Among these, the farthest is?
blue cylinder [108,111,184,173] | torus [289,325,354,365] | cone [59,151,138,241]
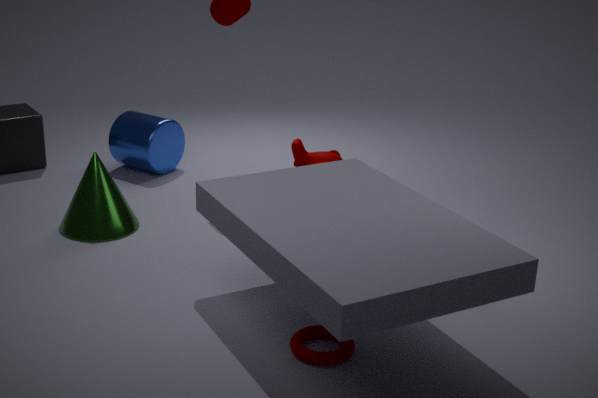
blue cylinder [108,111,184,173]
